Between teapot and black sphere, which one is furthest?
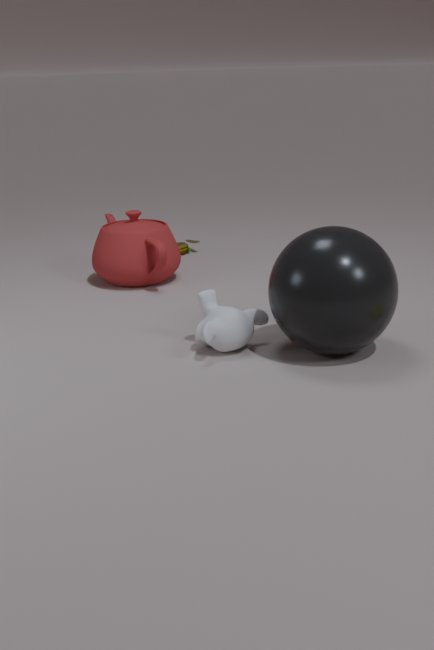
teapot
